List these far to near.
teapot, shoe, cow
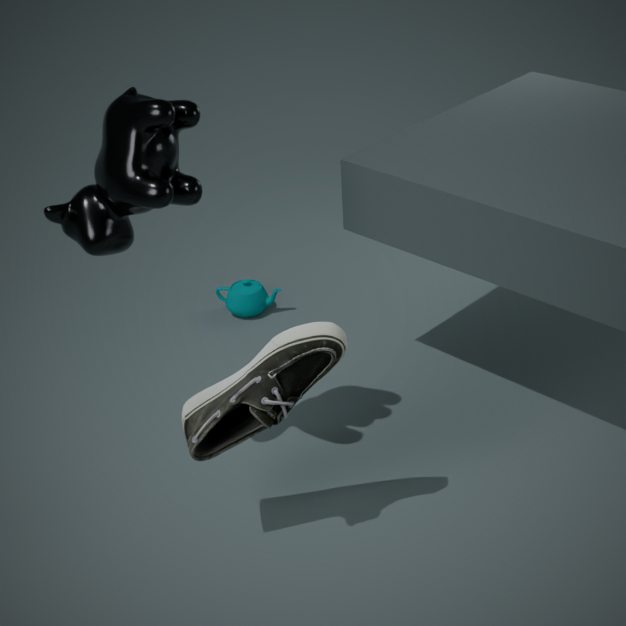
teapot
shoe
cow
